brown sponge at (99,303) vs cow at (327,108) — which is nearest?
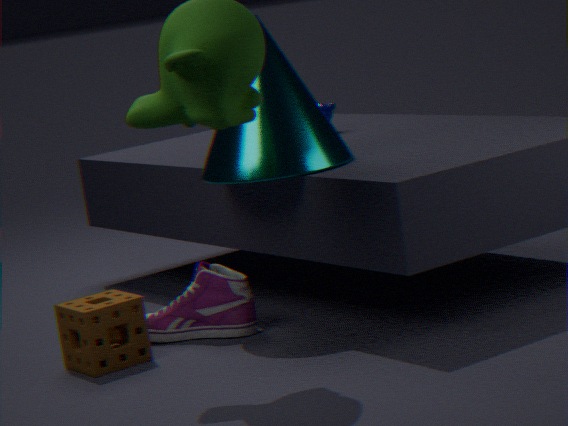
brown sponge at (99,303)
